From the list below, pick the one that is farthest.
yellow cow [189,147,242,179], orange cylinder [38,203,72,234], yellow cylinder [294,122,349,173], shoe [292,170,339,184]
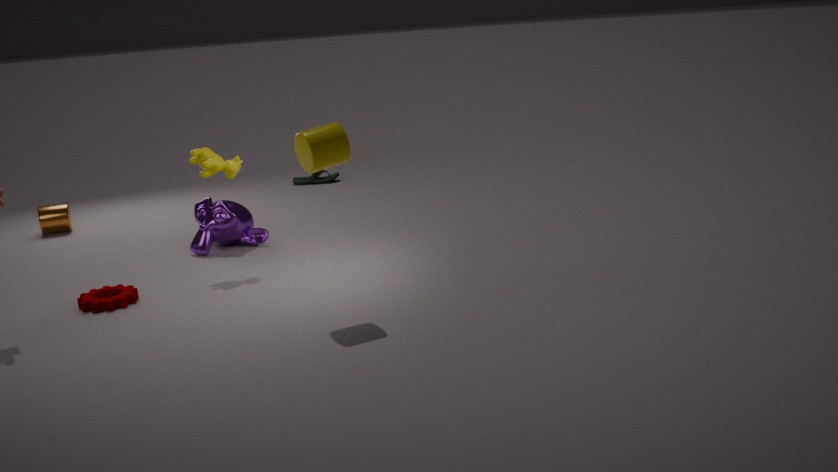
shoe [292,170,339,184]
